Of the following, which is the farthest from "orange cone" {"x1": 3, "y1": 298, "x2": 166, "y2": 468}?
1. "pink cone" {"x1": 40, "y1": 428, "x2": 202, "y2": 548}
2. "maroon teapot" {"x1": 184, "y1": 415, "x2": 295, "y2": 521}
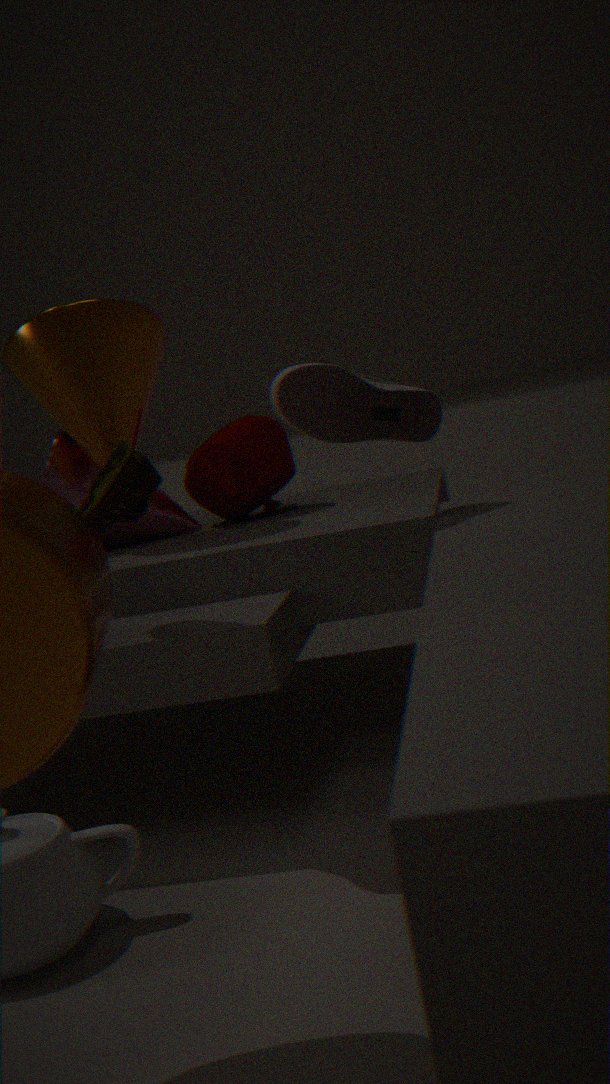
"maroon teapot" {"x1": 184, "y1": 415, "x2": 295, "y2": 521}
